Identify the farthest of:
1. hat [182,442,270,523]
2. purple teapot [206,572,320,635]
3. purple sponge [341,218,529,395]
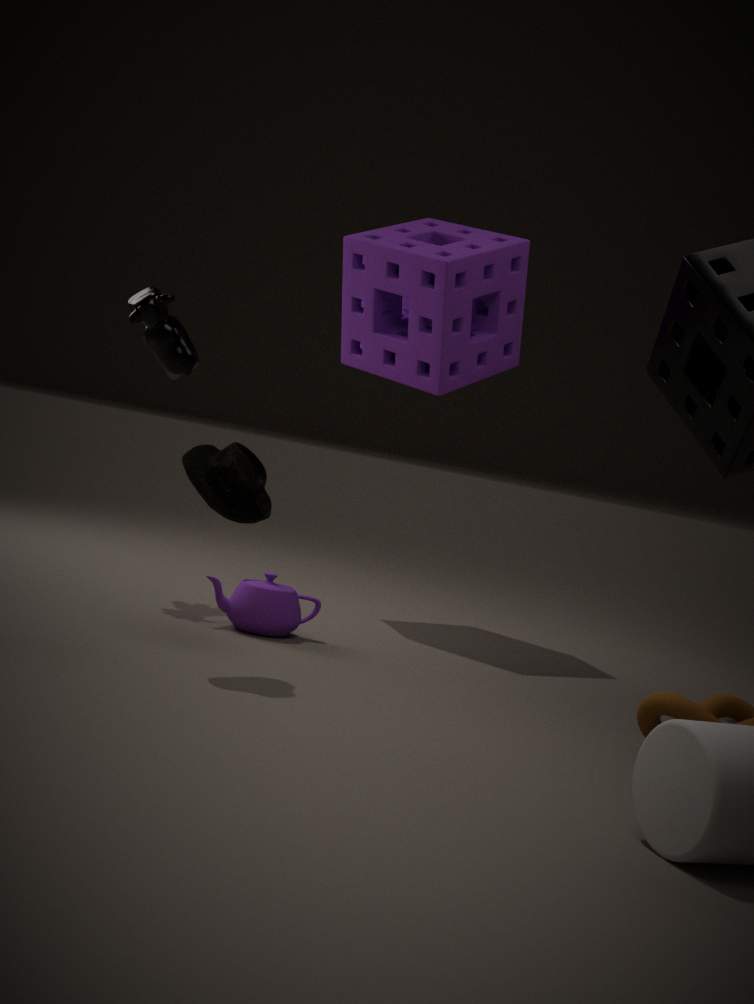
purple sponge [341,218,529,395]
